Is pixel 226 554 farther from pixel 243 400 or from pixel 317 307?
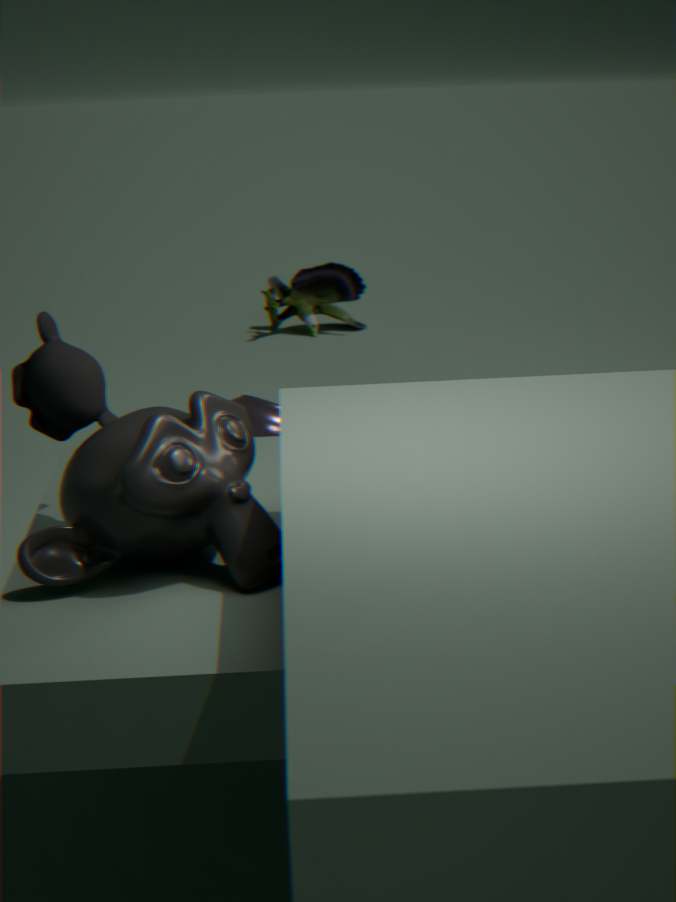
pixel 317 307
